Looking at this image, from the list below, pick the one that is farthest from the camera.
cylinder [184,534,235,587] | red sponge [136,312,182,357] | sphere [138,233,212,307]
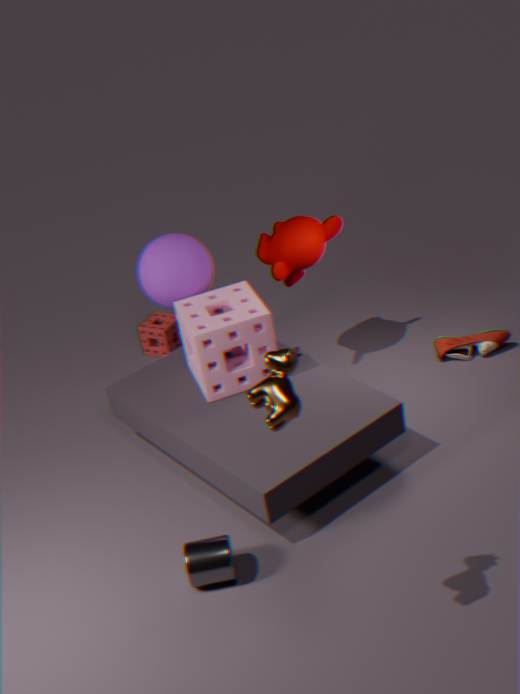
red sponge [136,312,182,357]
